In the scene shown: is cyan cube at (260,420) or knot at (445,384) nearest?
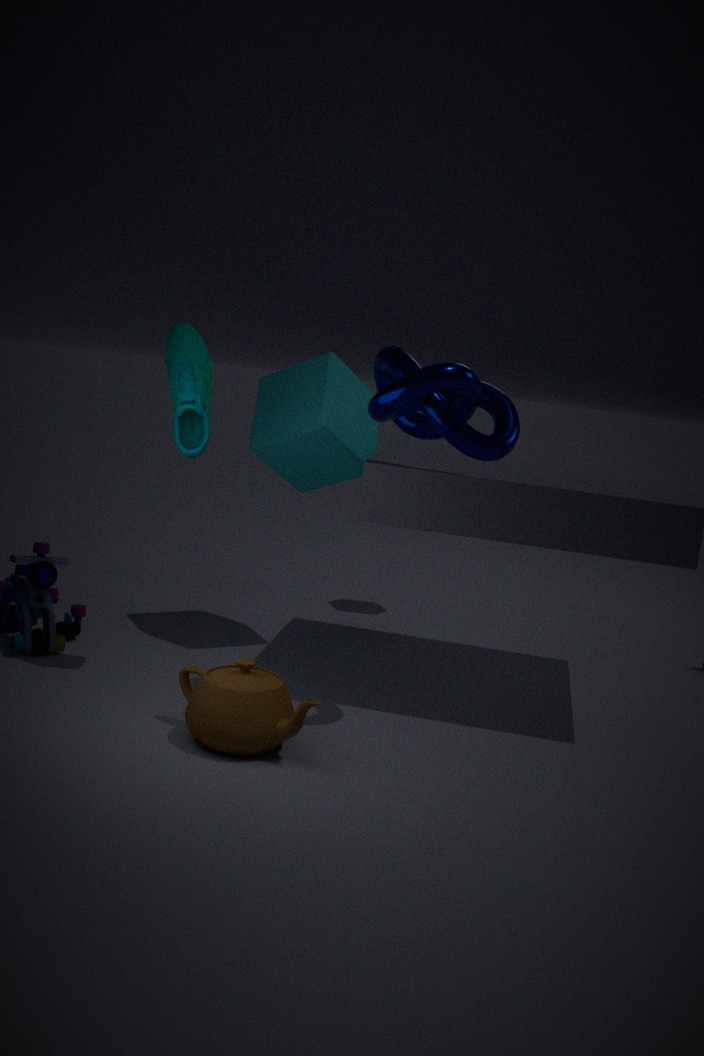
knot at (445,384)
